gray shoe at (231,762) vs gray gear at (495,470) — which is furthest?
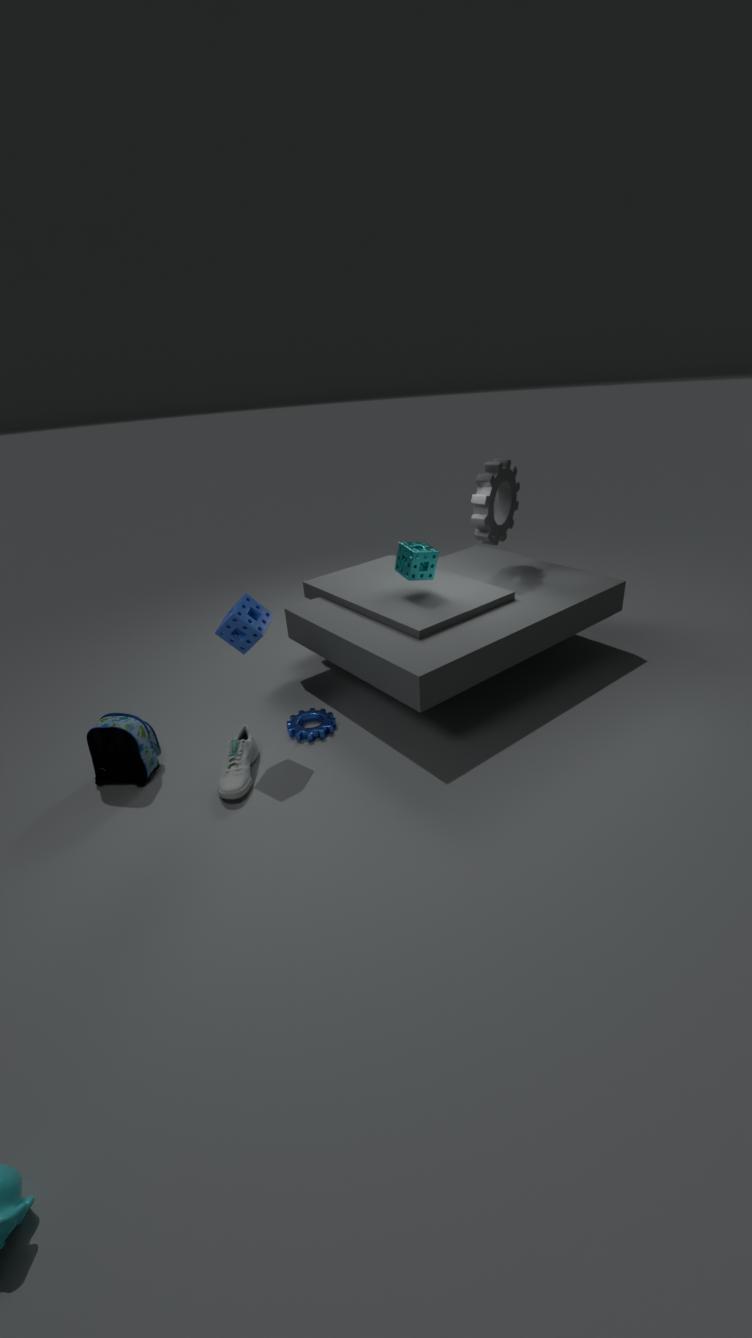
gray gear at (495,470)
